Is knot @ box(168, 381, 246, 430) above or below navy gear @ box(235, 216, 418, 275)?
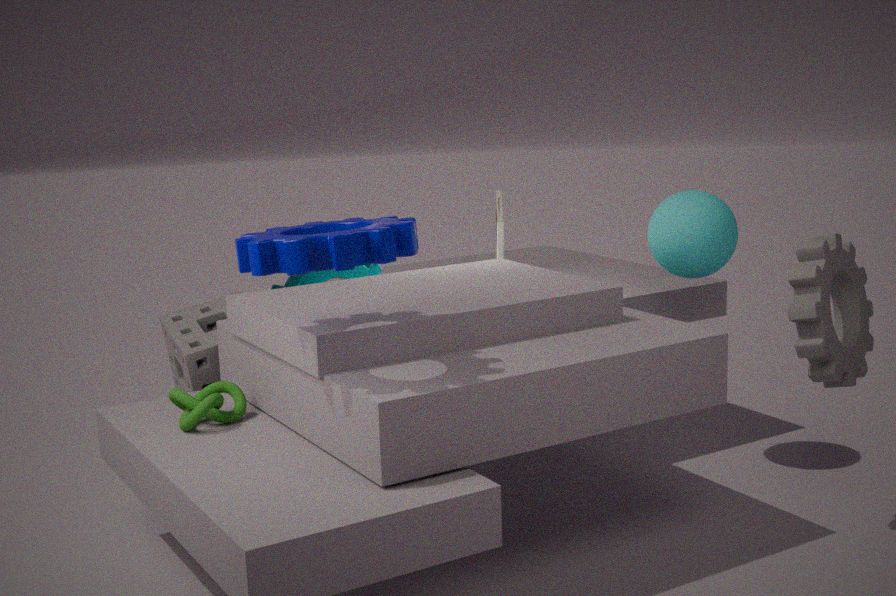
below
